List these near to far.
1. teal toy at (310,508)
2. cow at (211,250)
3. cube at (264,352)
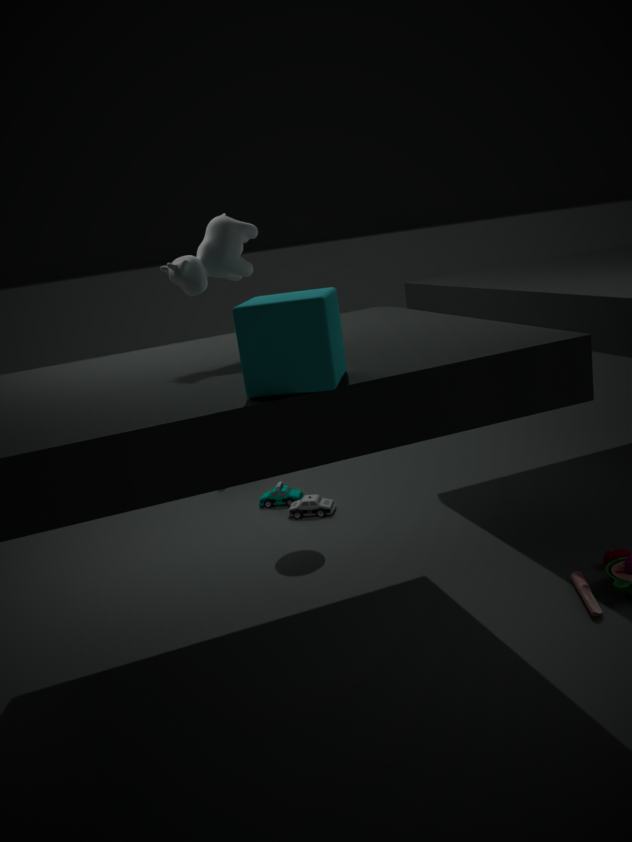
cube at (264,352) < cow at (211,250) < teal toy at (310,508)
